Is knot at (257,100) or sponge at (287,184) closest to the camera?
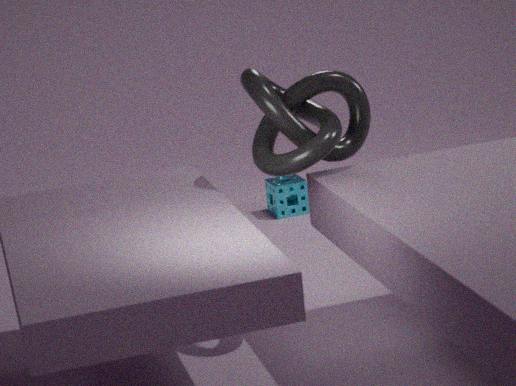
knot at (257,100)
